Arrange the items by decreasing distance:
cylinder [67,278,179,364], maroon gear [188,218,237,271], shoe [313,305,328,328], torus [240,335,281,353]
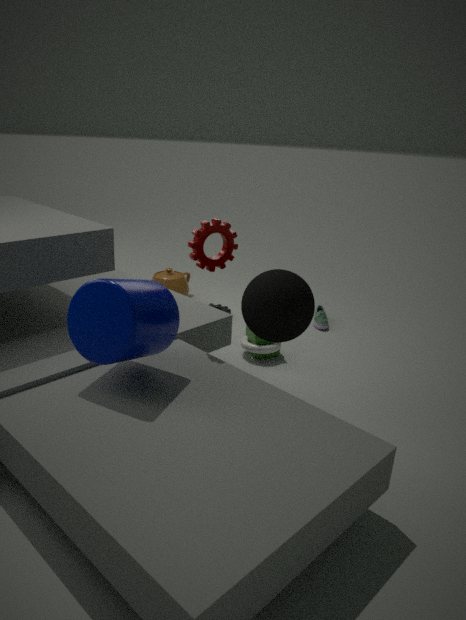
shoe [313,305,328,328], torus [240,335,281,353], maroon gear [188,218,237,271], cylinder [67,278,179,364]
